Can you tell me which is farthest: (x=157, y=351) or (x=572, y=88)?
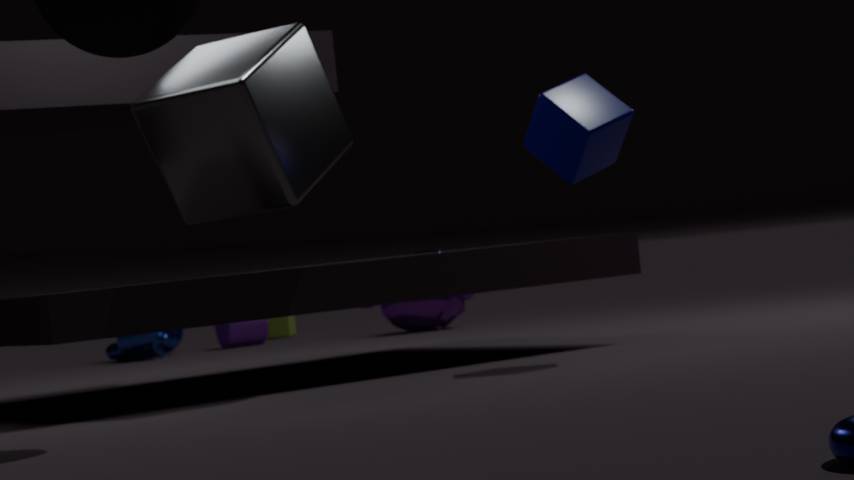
(x=157, y=351)
